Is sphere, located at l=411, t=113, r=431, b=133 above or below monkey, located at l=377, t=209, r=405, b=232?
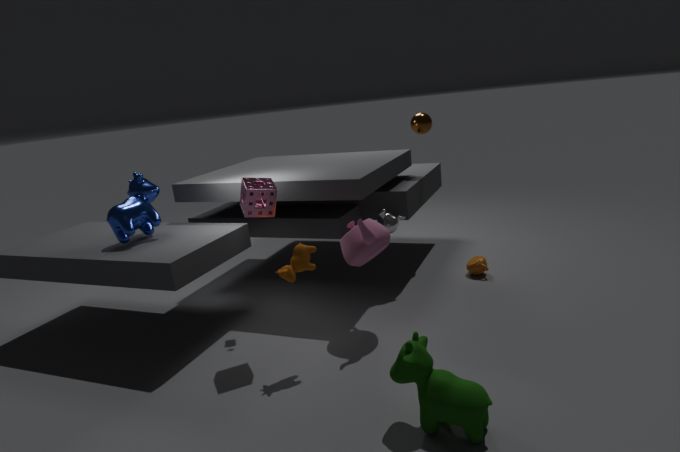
above
